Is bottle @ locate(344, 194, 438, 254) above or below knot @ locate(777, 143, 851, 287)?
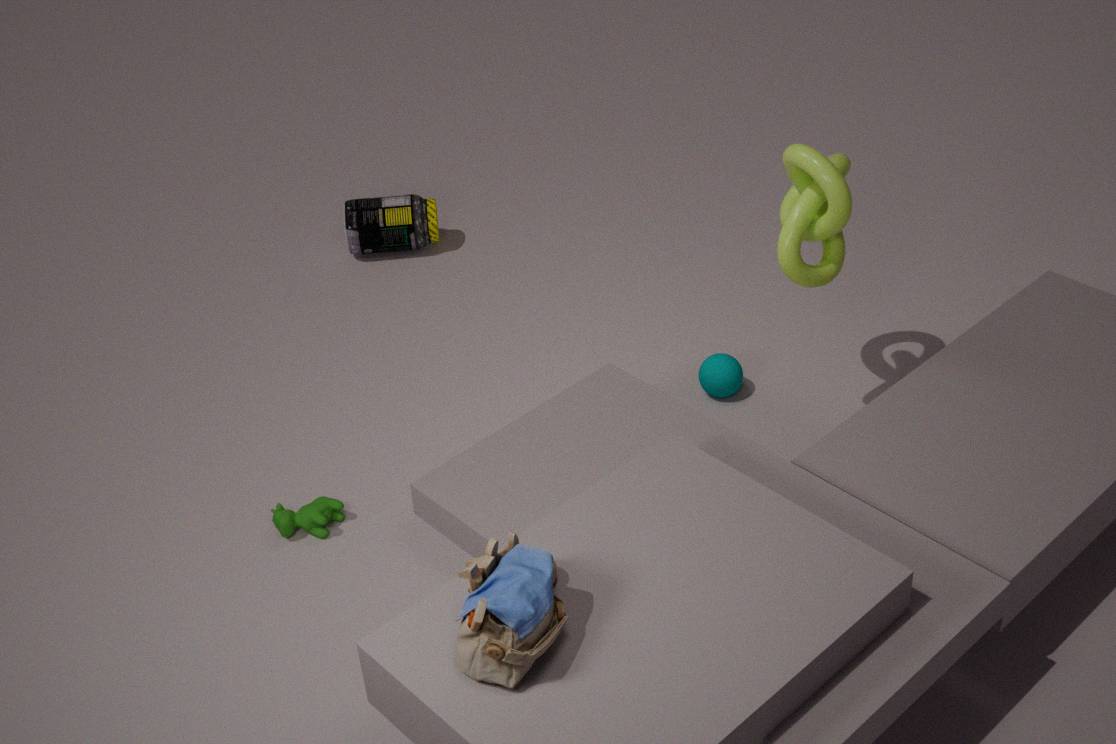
below
